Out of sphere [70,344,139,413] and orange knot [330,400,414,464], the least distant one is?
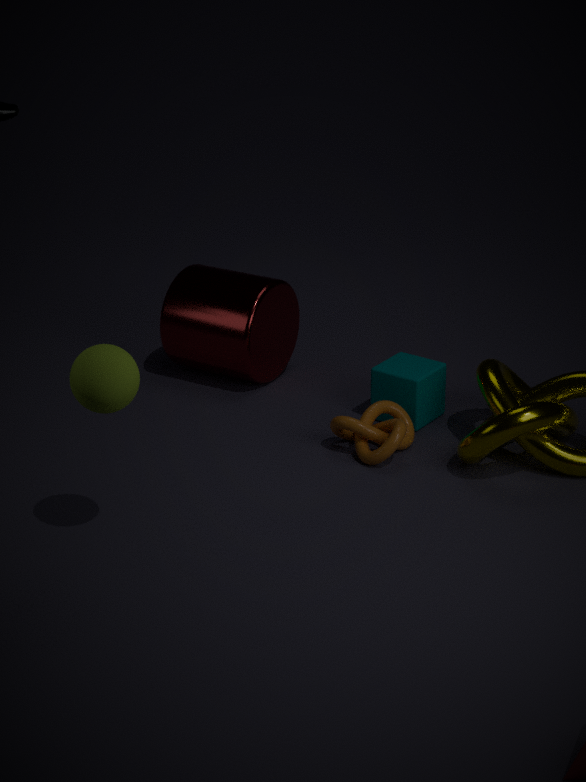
sphere [70,344,139,413]
